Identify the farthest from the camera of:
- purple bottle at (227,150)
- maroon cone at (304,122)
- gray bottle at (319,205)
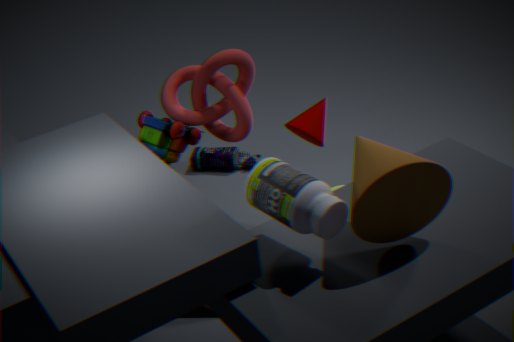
purple bottle at (227,150)
